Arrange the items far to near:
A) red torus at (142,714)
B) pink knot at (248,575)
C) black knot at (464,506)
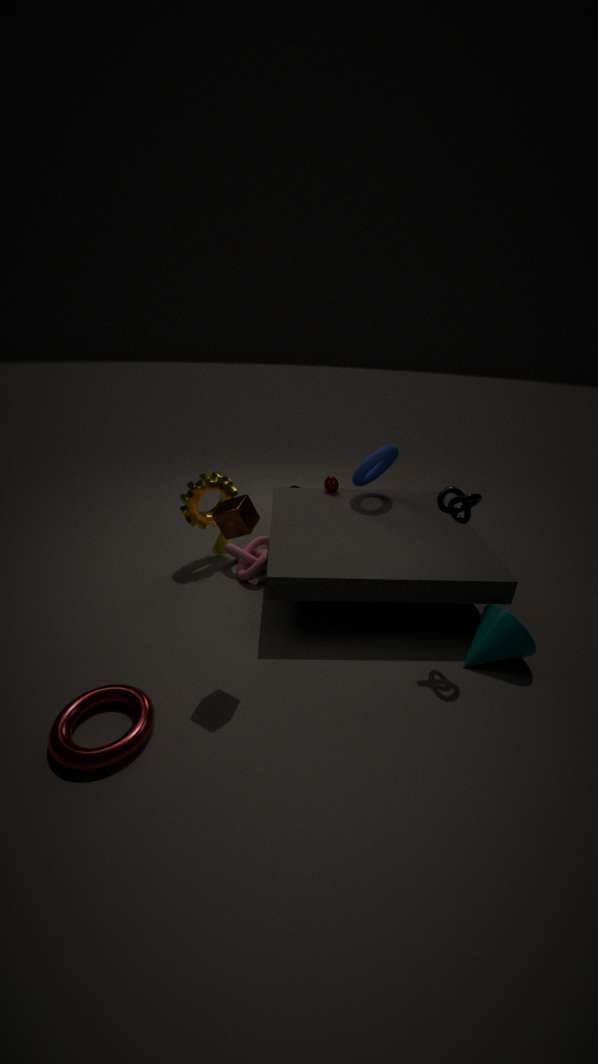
pink knot at (248,575) → black knot at (464,506) → red torus at (142,714)
